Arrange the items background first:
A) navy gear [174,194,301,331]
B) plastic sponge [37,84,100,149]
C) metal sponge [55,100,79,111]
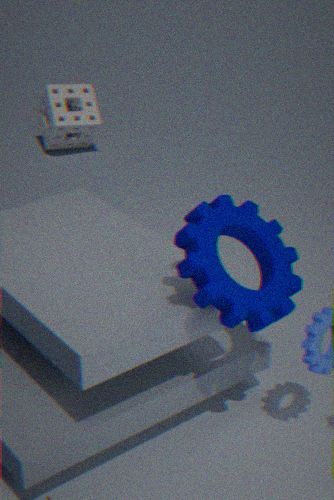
metal sponge [55,100,79,111]
plastic sponge [37,84,100,149]
navy gear [174,194,301,331]
